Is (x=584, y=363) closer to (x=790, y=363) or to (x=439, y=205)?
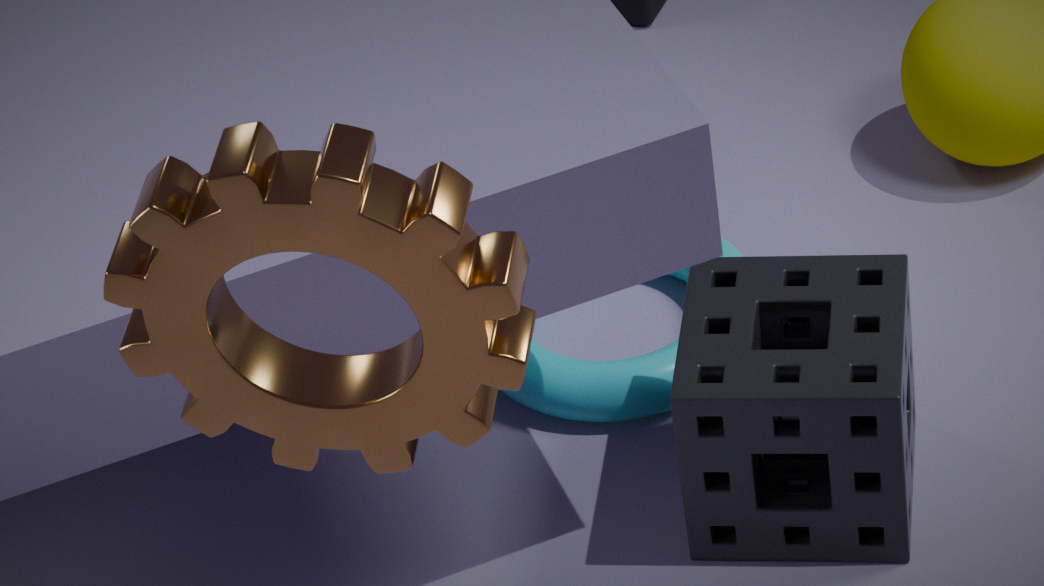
(x=790, y=363)
